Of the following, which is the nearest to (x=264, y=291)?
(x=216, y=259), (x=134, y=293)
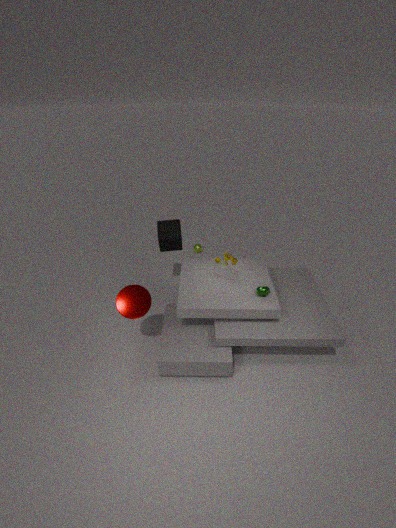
(x=216, y=259)
